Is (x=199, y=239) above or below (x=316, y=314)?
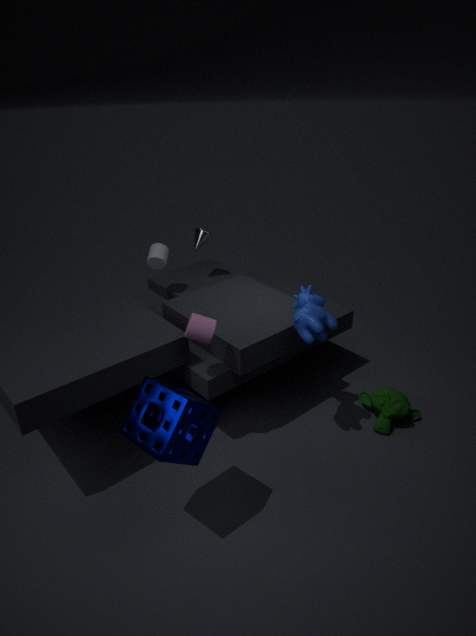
above
